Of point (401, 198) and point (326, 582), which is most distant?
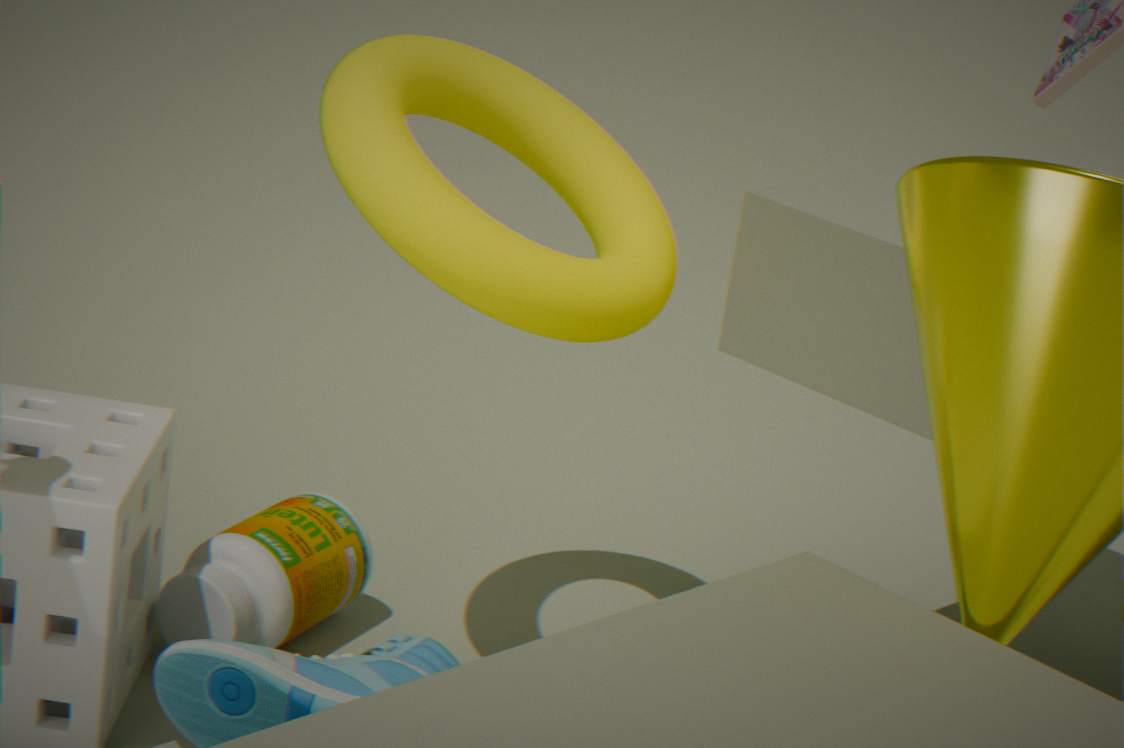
point (326, 582)
